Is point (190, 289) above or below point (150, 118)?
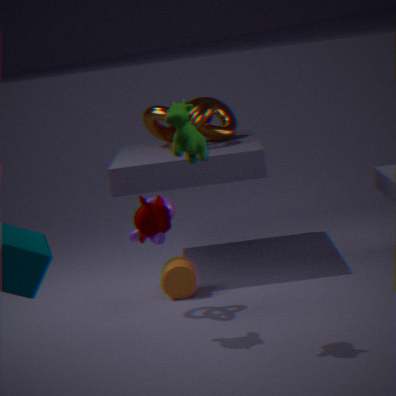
below
